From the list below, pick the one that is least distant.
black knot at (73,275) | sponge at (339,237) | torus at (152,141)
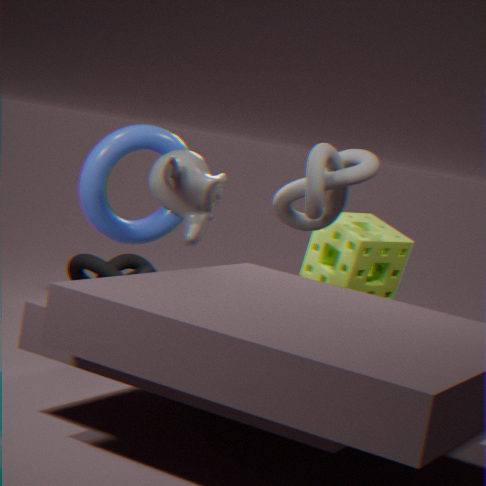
torus at (152,141)
